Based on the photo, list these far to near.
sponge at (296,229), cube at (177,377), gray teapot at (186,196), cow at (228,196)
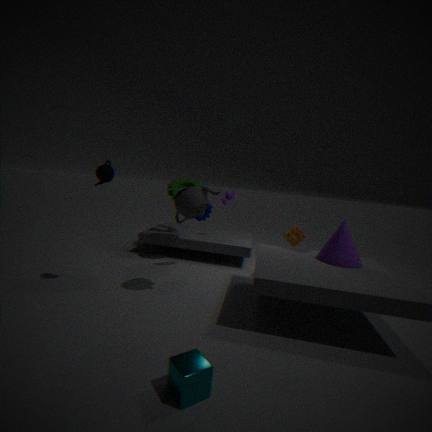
cow at (228,196) → sponge at (296,229) → gray teapot at (186,196) → cube at (177,377)
